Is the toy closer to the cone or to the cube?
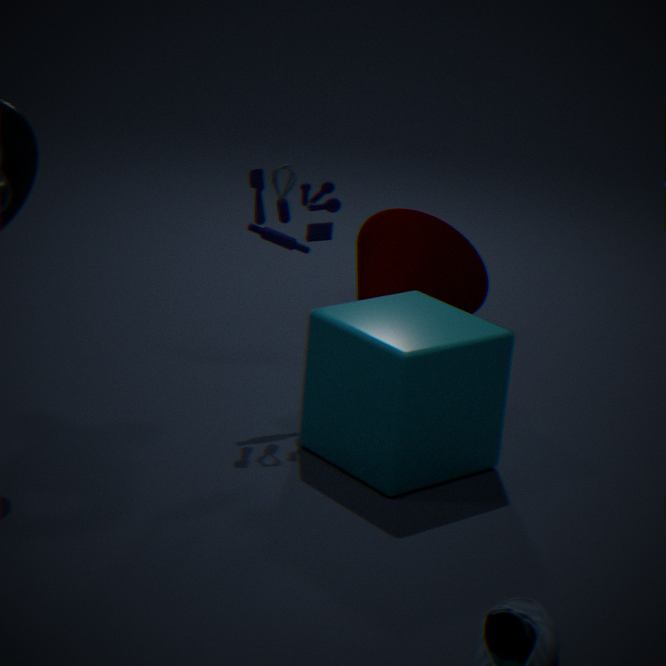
the cube
